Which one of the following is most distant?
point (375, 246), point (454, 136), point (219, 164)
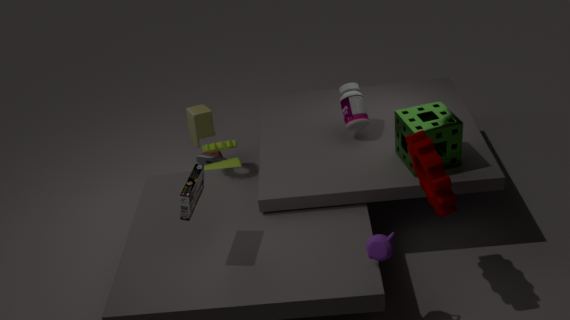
point (219, 164)
